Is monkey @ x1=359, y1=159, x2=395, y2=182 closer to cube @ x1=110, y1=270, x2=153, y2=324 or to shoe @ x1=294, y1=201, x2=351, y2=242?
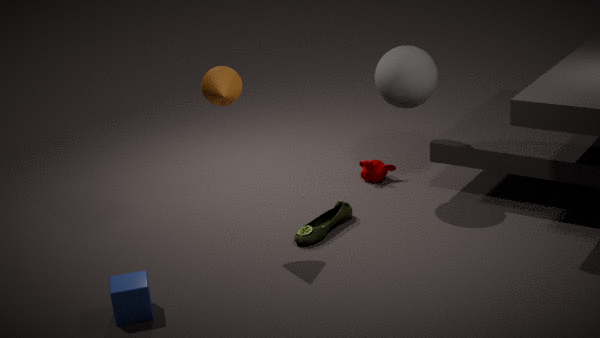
shoe @ x1=294, y1=201, x2=351, y2=242
